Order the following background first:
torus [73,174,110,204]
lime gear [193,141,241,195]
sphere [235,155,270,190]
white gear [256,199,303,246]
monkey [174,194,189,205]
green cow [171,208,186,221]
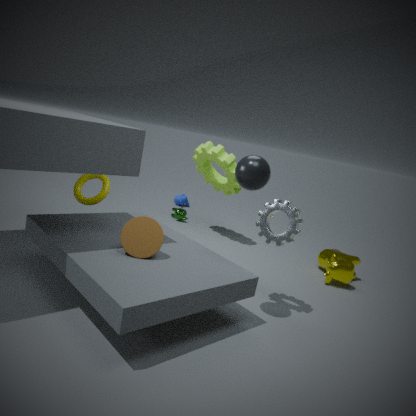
monkey [174,194,189,205], green cow [171,208,186,221], lime gear [193,141,241,195], torus [73,174,110,204], white gear [256,199,303,246], sphere [235,155,270,190]
